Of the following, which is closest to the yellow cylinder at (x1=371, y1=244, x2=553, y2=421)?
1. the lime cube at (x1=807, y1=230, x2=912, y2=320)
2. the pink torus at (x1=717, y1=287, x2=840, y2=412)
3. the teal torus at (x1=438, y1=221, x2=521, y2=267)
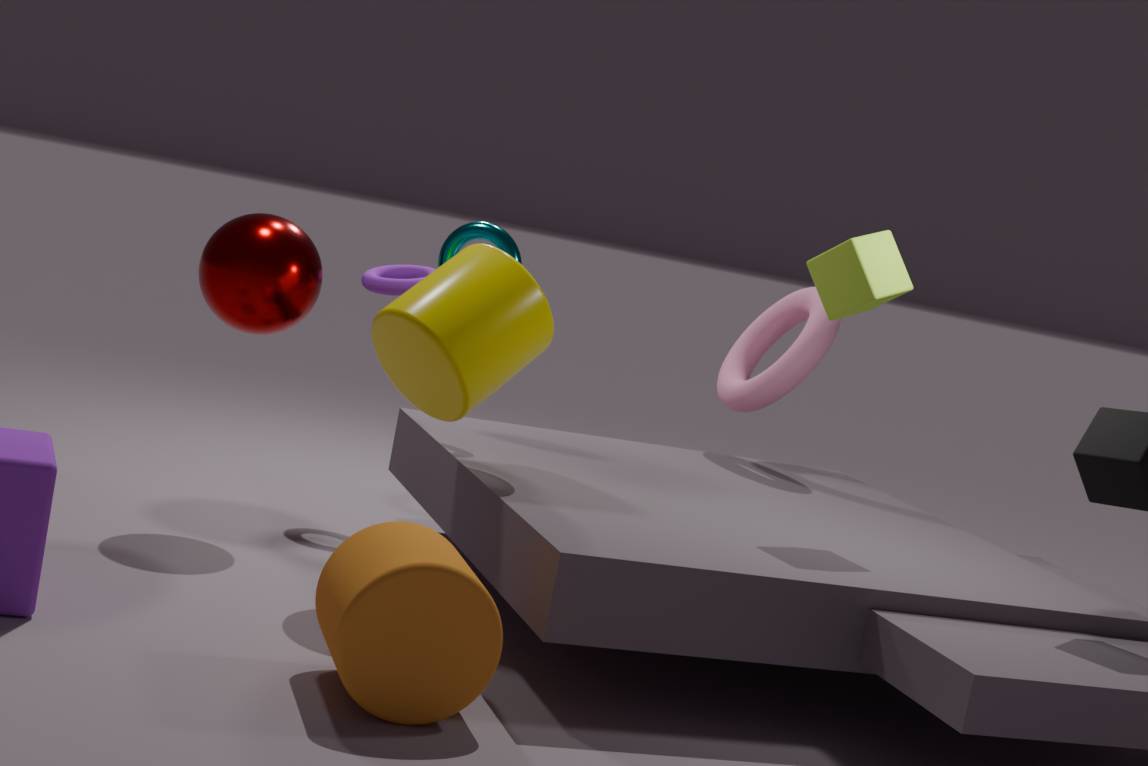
the teal torus at (x1=438, y1=221, x2=521, y2=267)
